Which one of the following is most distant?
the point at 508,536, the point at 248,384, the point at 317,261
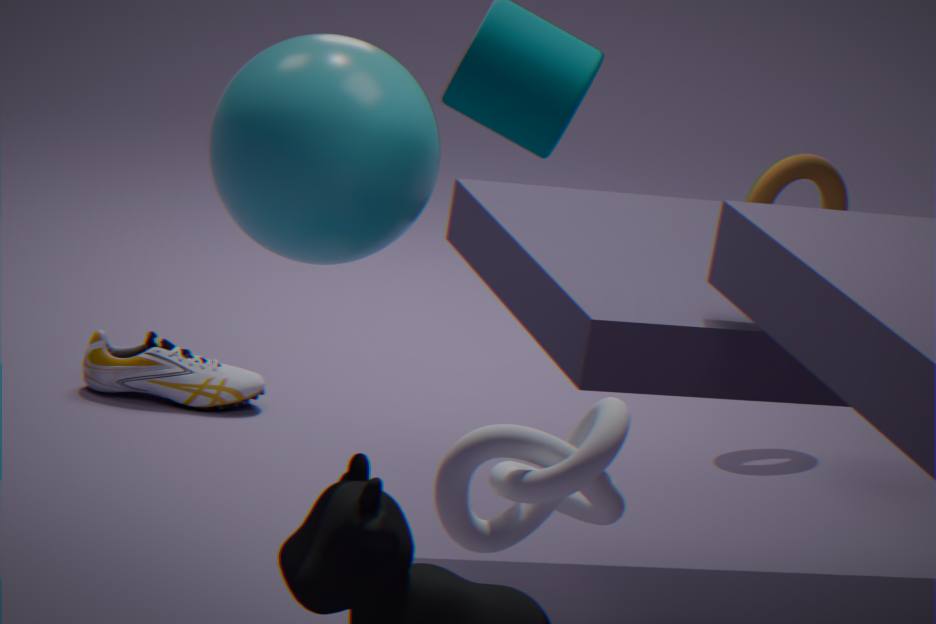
the point at 248,384
